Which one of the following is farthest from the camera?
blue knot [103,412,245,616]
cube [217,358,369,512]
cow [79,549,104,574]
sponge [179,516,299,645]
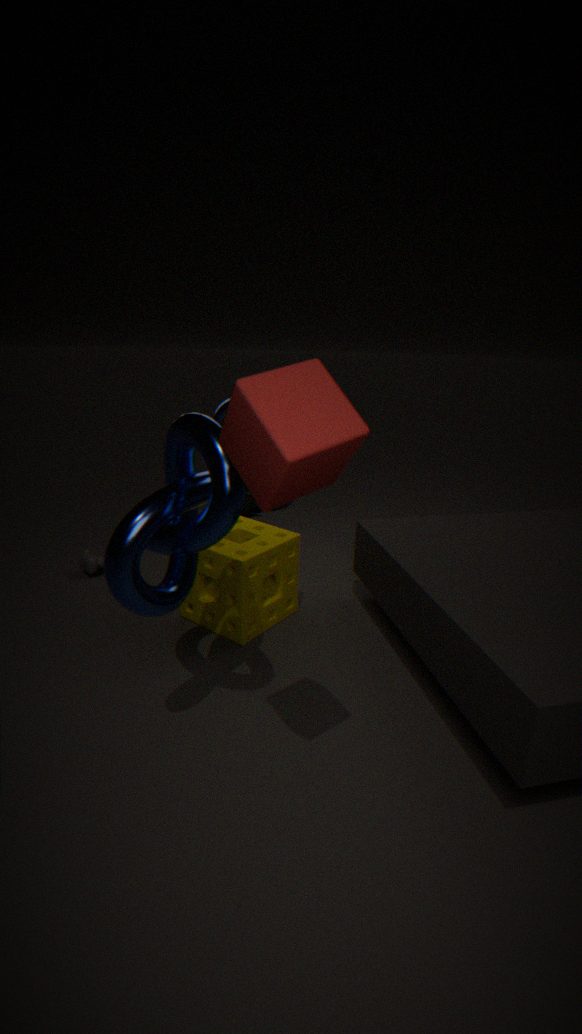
cow [79,549,104,574]
